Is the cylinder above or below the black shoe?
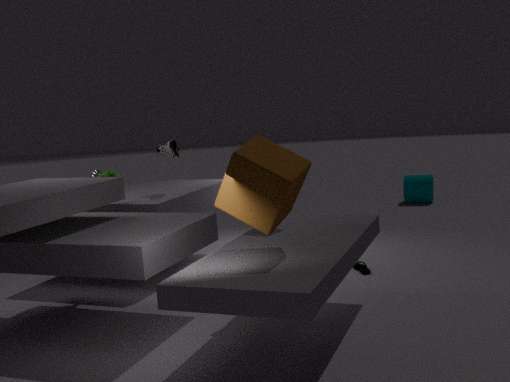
below
